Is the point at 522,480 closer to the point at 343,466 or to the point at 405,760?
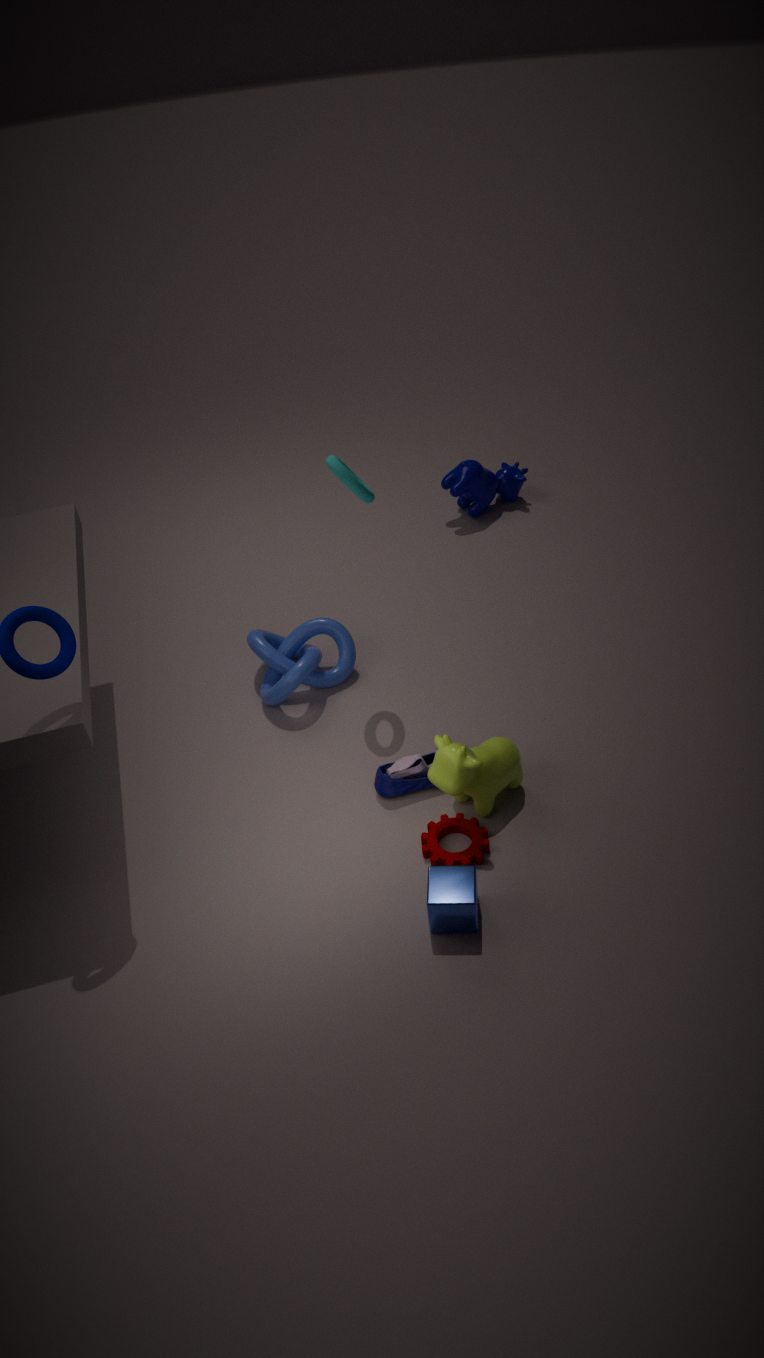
the point at 343,466
